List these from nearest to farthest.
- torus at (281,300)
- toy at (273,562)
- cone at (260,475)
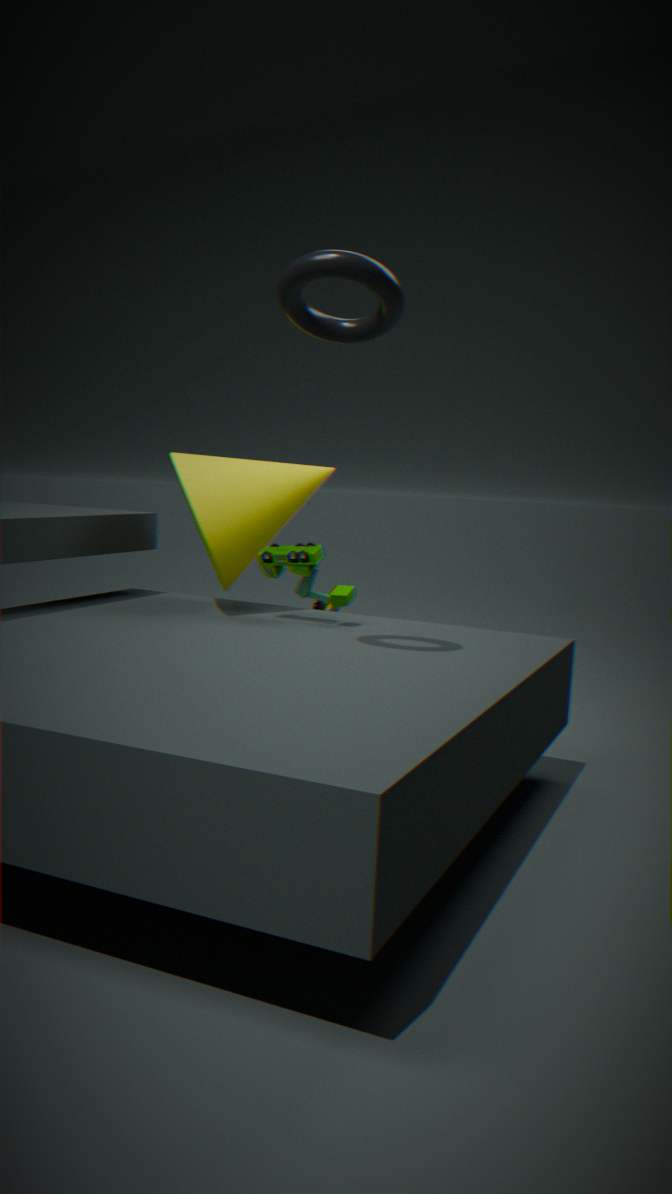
torus at (281,300)
toy at (273,562)
cone at (260,475)
